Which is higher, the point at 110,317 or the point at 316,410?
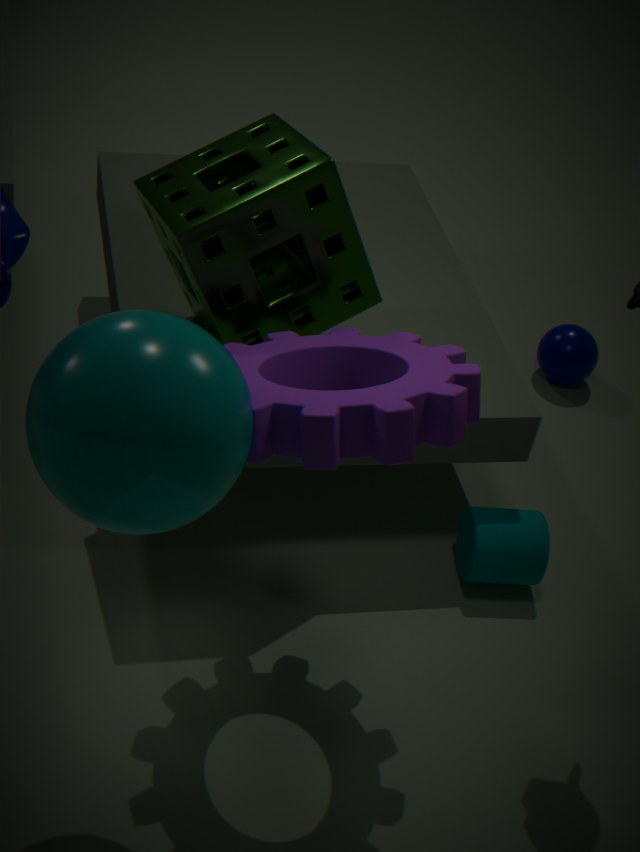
the point at 110,317
